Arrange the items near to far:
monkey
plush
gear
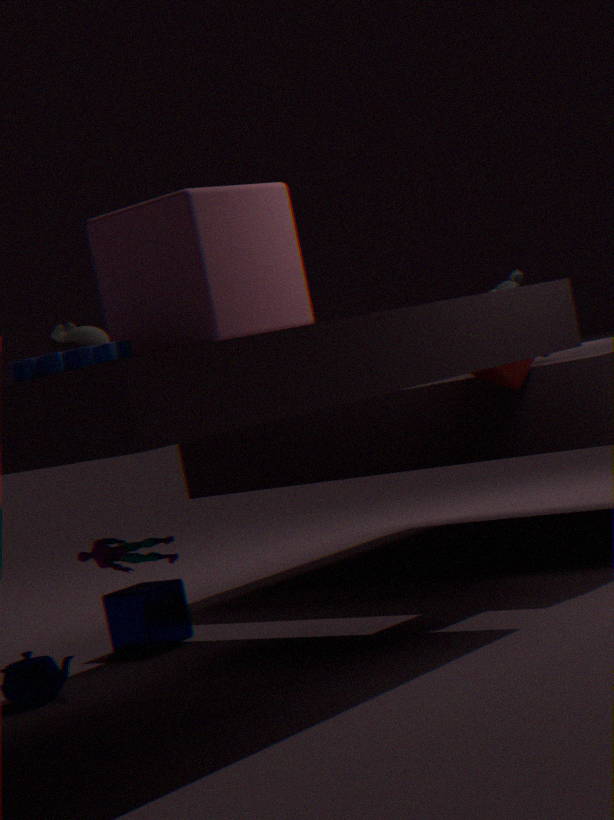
gear, monkey, plush
